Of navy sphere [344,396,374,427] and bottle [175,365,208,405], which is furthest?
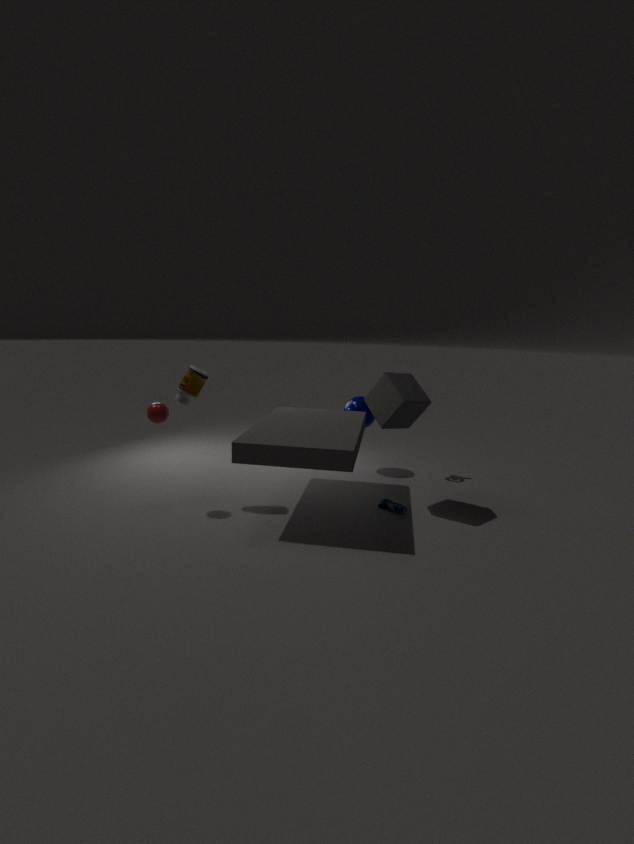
navy sphere [344,396,374,427]
